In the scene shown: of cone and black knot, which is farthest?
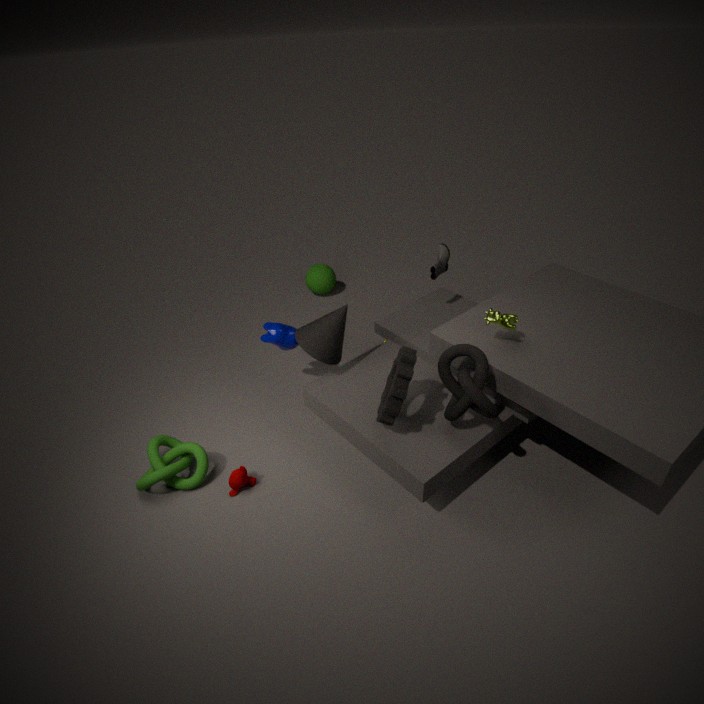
cone
